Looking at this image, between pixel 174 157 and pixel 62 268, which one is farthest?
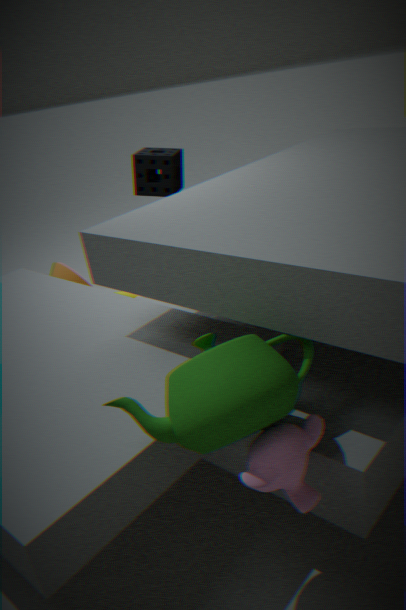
pixel 62 268
